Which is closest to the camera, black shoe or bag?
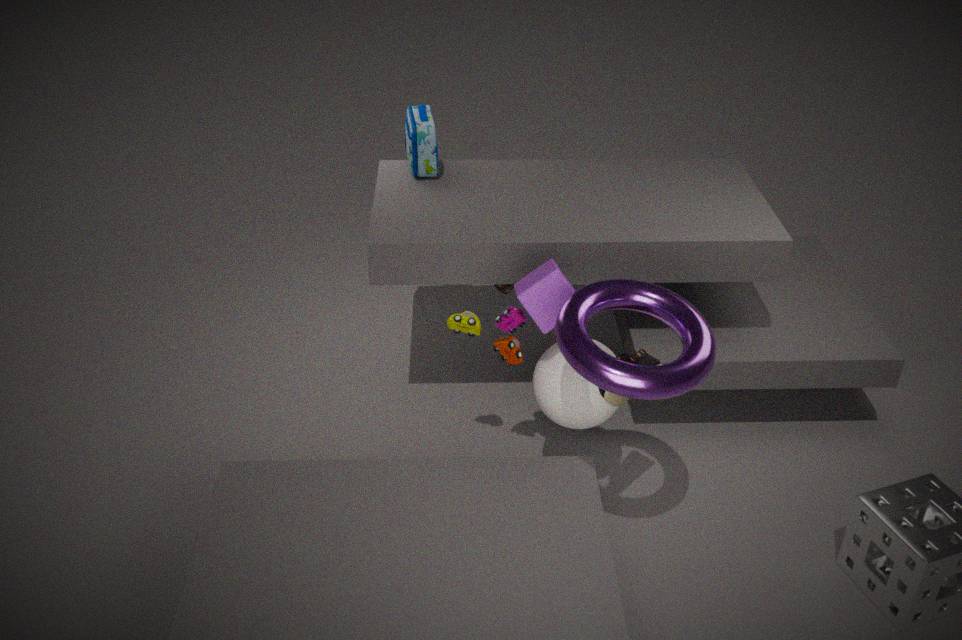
black shoe
